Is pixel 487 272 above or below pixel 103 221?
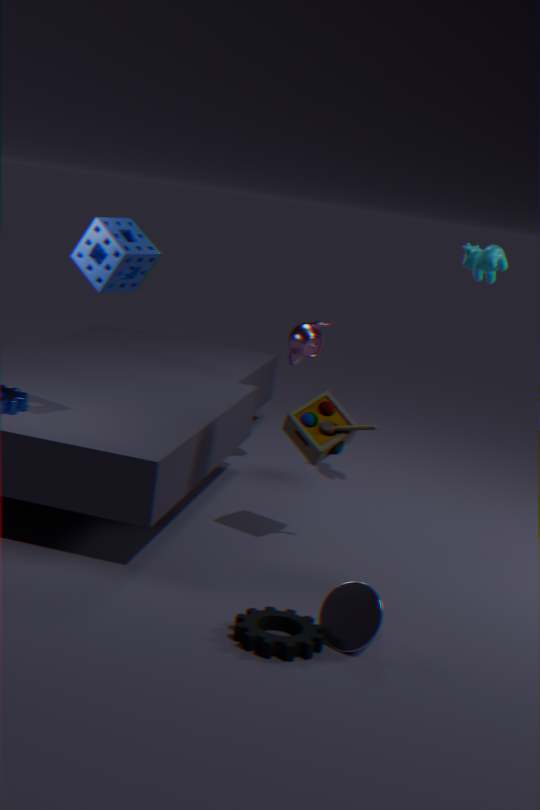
above
